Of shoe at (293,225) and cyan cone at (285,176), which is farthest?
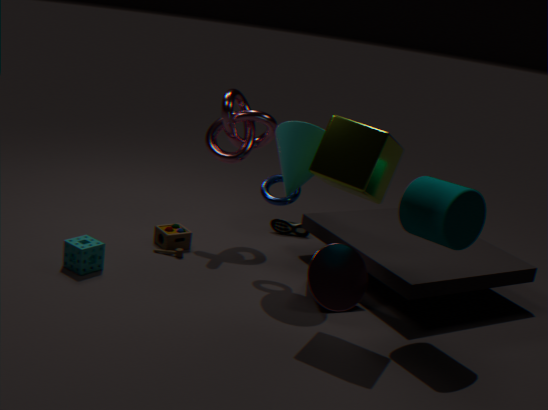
shoe at (293,225)
